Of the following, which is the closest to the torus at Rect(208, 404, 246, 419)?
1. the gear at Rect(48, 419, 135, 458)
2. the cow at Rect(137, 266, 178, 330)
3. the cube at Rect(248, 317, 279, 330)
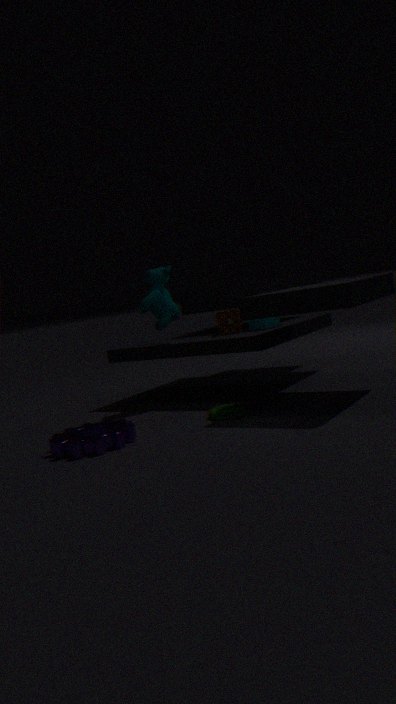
the gear at Rect(48, 419, 135, 458)
